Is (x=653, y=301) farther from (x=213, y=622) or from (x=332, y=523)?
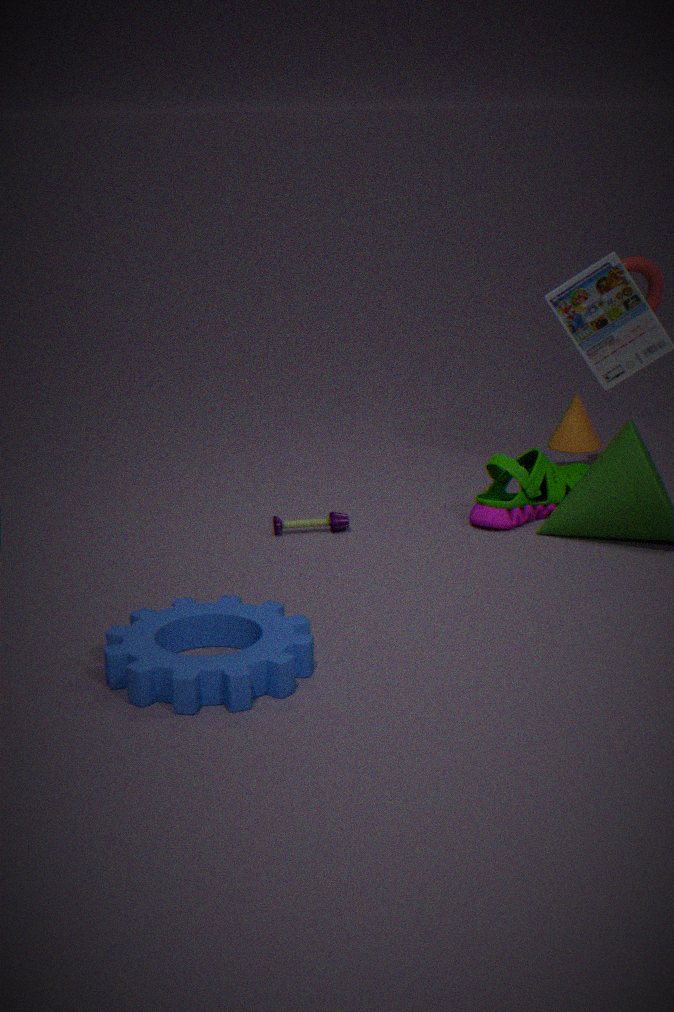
(x=213, y=622)
